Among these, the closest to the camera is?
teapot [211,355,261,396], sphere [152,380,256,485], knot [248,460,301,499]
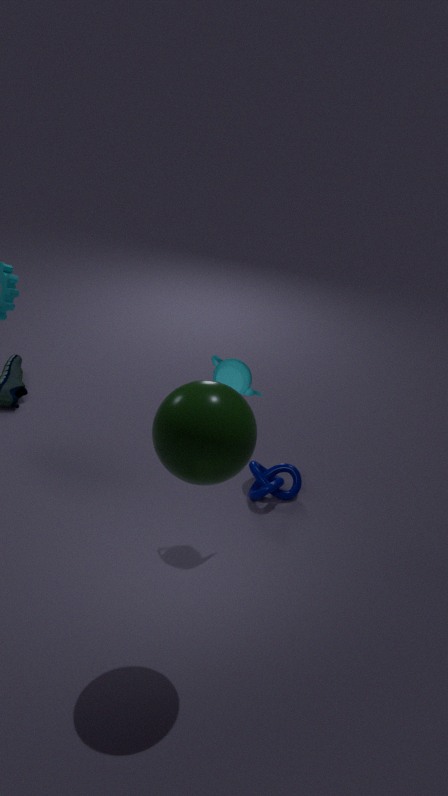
sphere [152,380,256,485]
